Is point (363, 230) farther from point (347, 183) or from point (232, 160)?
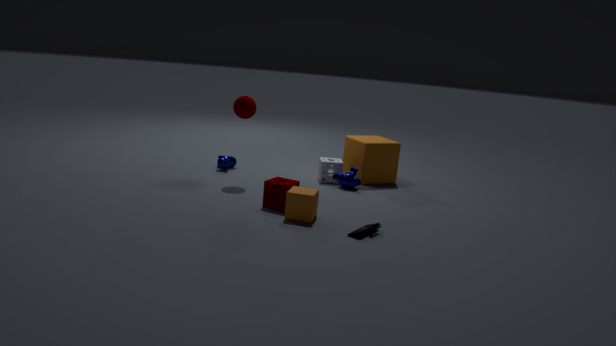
point (232, 160)
